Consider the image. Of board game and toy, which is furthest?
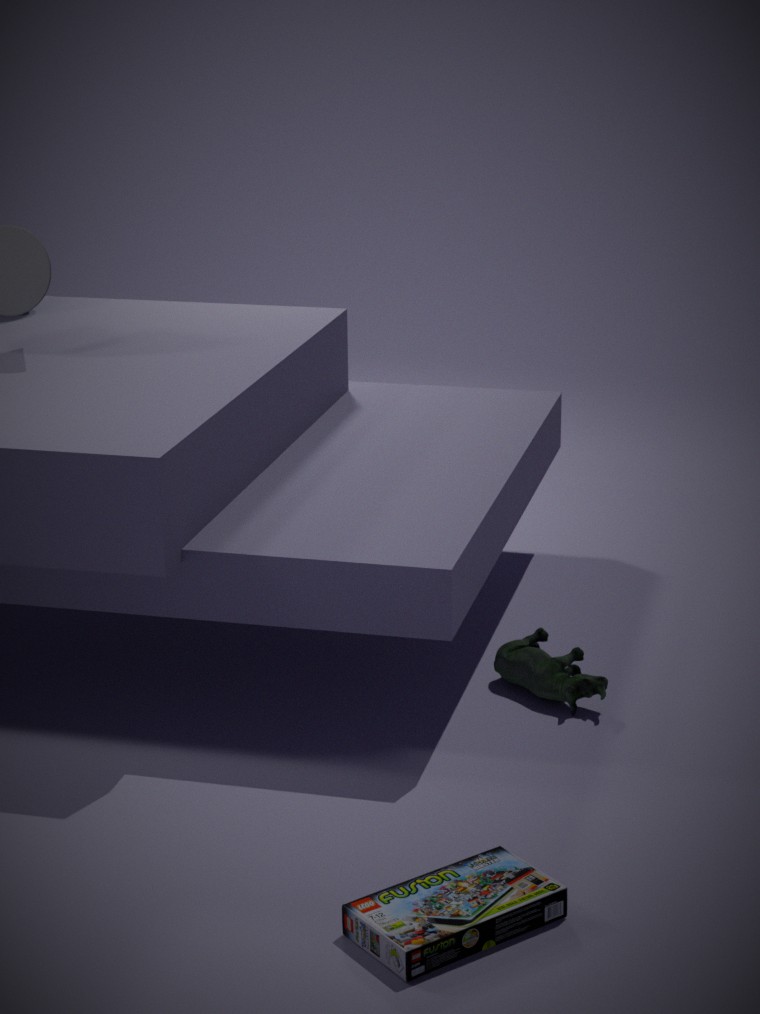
toy
